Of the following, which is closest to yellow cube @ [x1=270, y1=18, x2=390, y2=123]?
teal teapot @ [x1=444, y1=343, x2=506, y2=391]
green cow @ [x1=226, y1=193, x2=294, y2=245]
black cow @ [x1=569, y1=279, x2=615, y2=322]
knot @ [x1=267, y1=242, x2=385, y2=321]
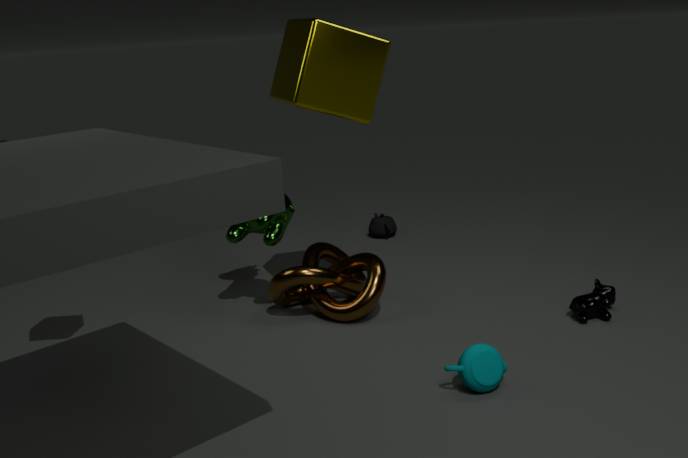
green cow @ [x1=226, y1=193, x2=294, y2=245]
